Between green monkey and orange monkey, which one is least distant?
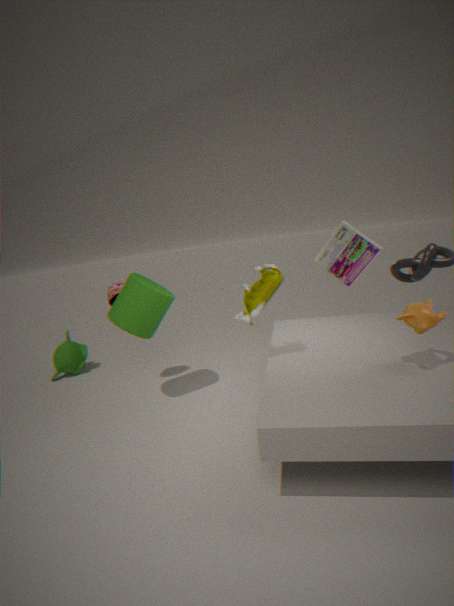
orange monkey
